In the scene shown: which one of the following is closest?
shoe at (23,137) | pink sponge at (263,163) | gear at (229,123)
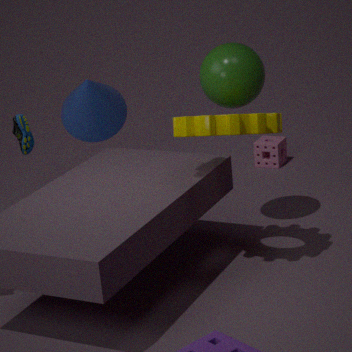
gear at (229,123)
